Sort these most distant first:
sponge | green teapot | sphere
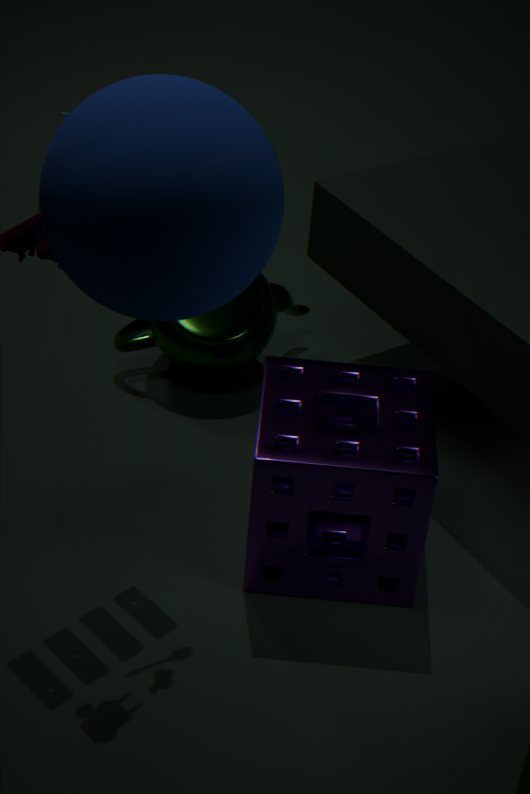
green teapot
sponge
sphere
